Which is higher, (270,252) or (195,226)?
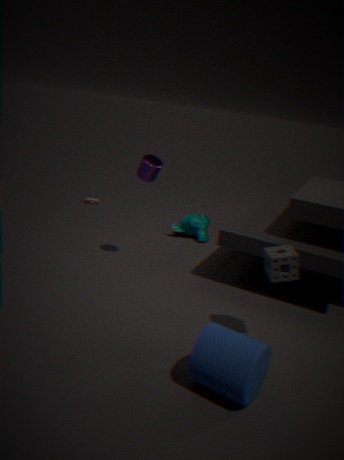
(270,252)
